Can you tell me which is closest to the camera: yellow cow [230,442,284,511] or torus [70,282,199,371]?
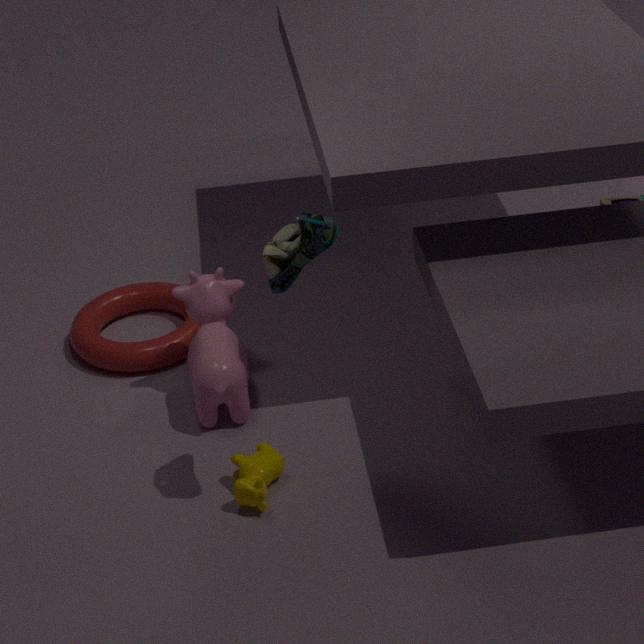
yellow cow [230,442,284,511]
